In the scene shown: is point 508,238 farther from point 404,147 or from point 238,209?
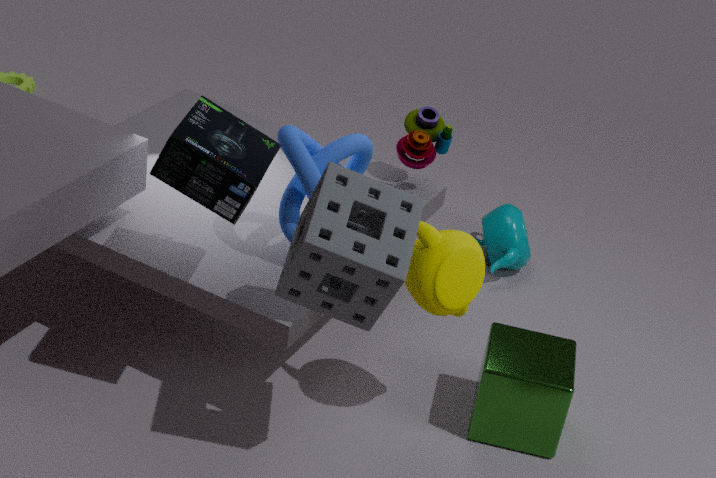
point 238,209
